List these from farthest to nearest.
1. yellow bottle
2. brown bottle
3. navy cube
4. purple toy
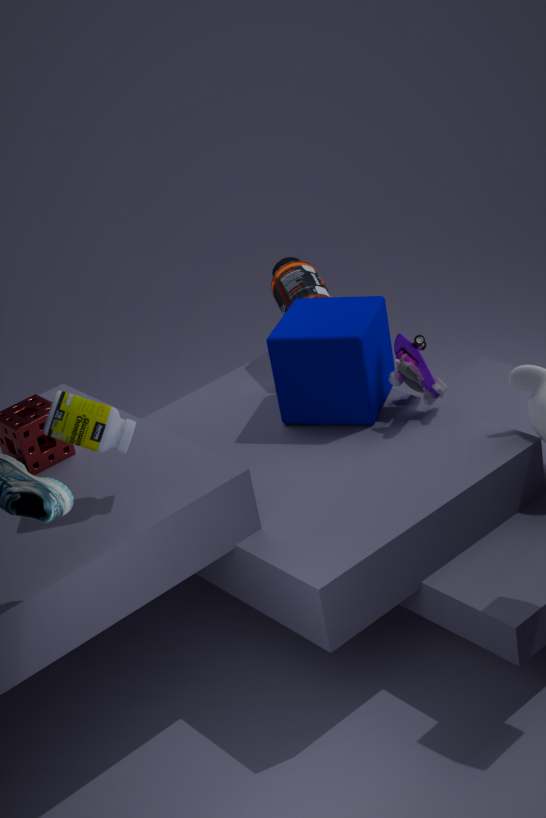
brown bottle
navy cube
purple toy
yellow bottle
